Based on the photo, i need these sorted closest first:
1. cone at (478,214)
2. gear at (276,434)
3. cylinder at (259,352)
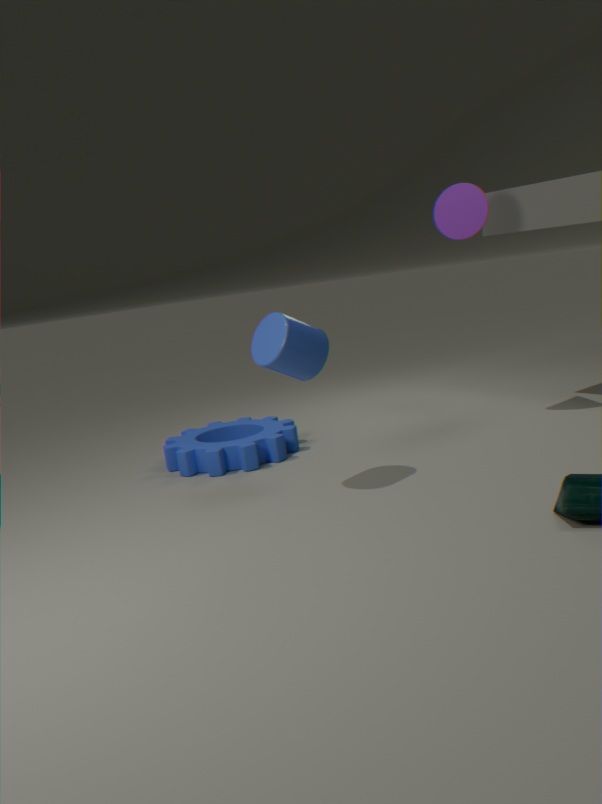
cylinder at (259,352) < gear at (276,434) < cone at (478,214)
